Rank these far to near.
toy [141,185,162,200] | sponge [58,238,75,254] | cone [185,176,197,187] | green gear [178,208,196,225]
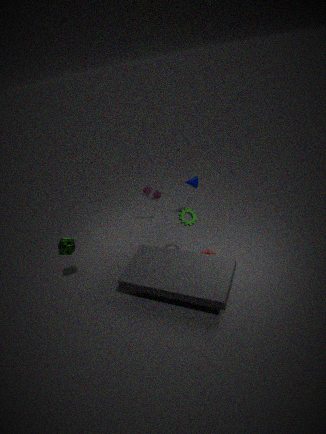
toy [141,185,162,200] → cone [185,176,197,187] → sponge [58,238,75,254] → green gear [178,208,196,225]
